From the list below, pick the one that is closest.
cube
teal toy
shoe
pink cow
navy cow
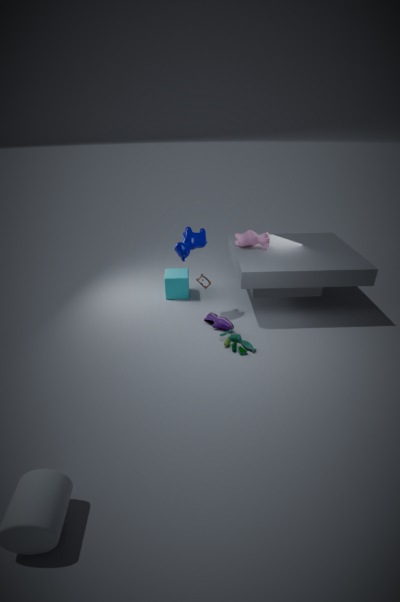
teal toy
